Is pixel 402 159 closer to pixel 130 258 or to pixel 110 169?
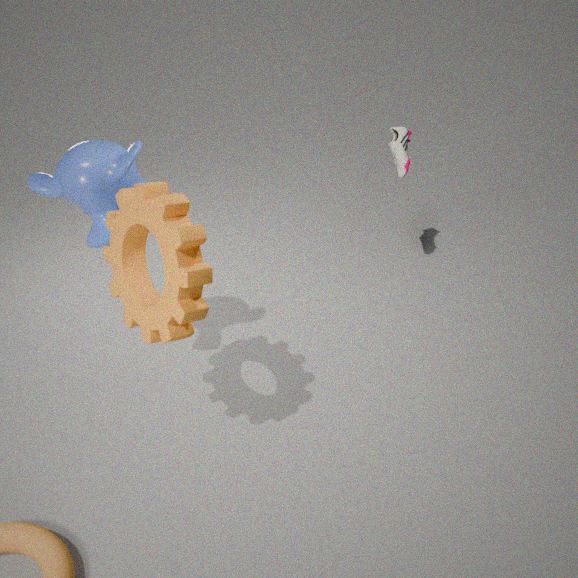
pixel 110 169
